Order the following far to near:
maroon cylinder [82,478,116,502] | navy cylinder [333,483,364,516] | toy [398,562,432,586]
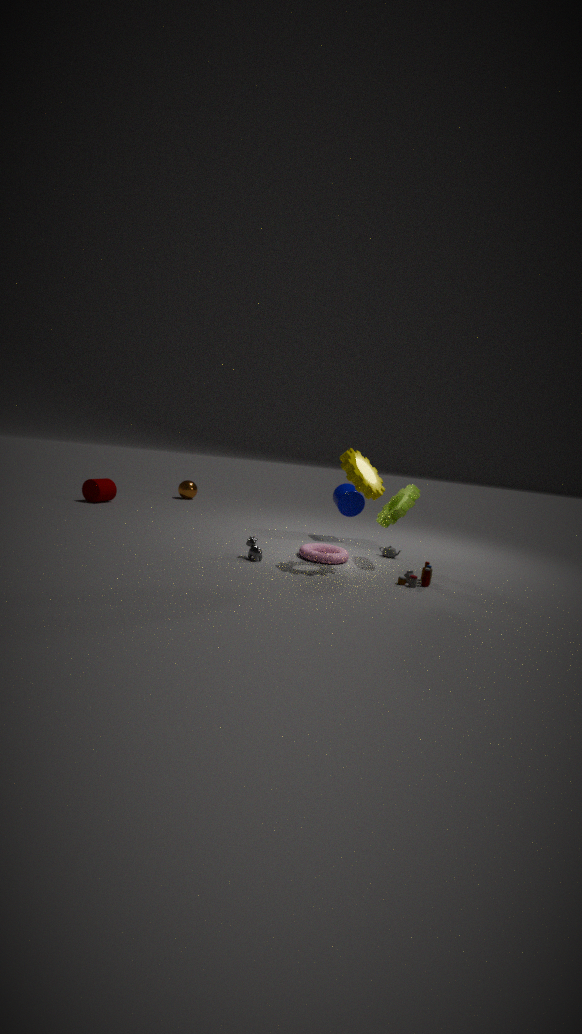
maroon cylinder [82,478,116,502], navy cylinder [333,483,364,516], toy [398,562,432,586]
